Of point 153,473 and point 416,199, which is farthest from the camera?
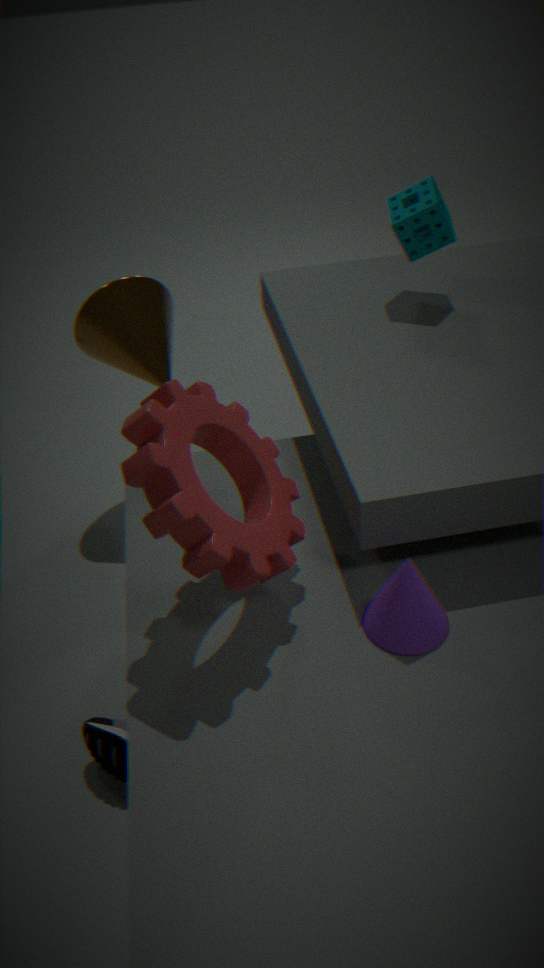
point 416,199
